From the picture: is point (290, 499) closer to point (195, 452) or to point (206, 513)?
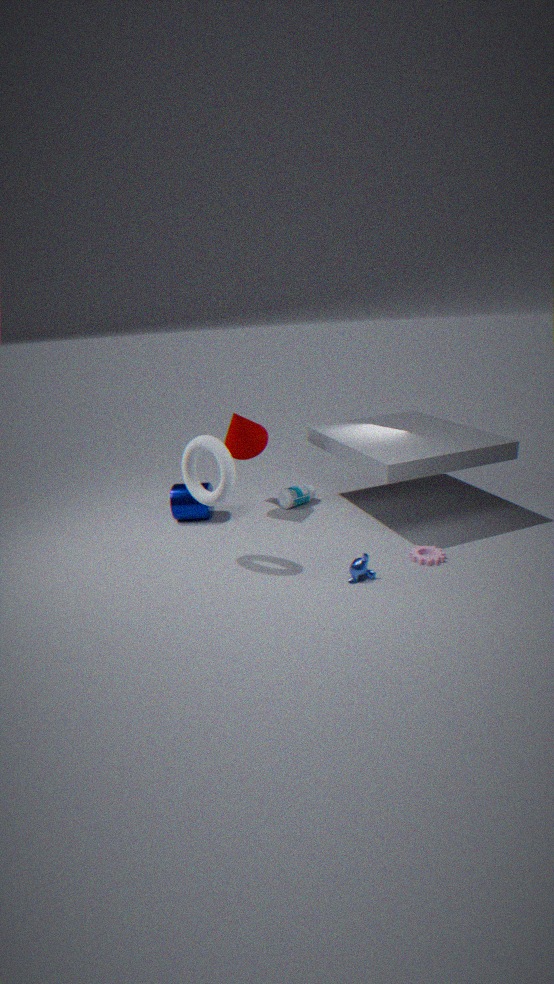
point (206, 513)
